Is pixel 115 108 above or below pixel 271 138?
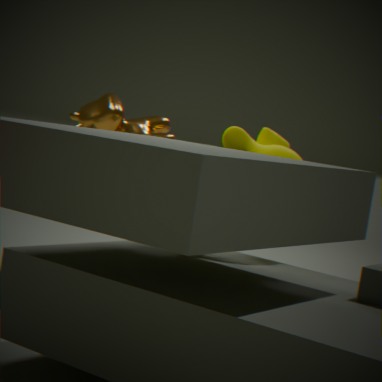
above
